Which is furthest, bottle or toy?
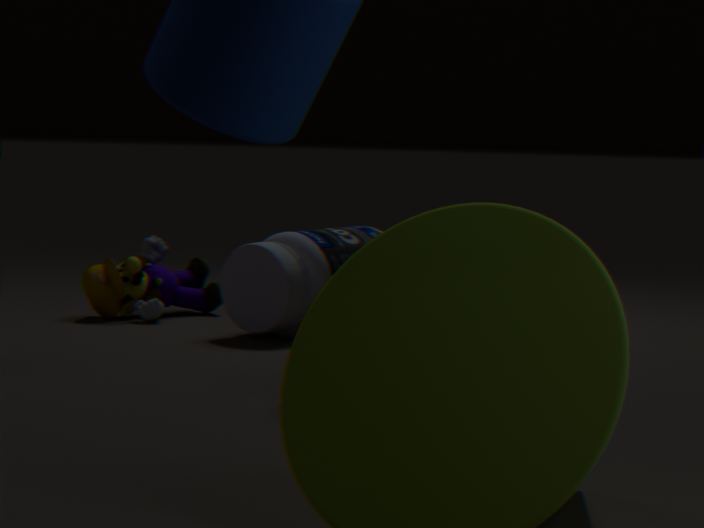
toy
